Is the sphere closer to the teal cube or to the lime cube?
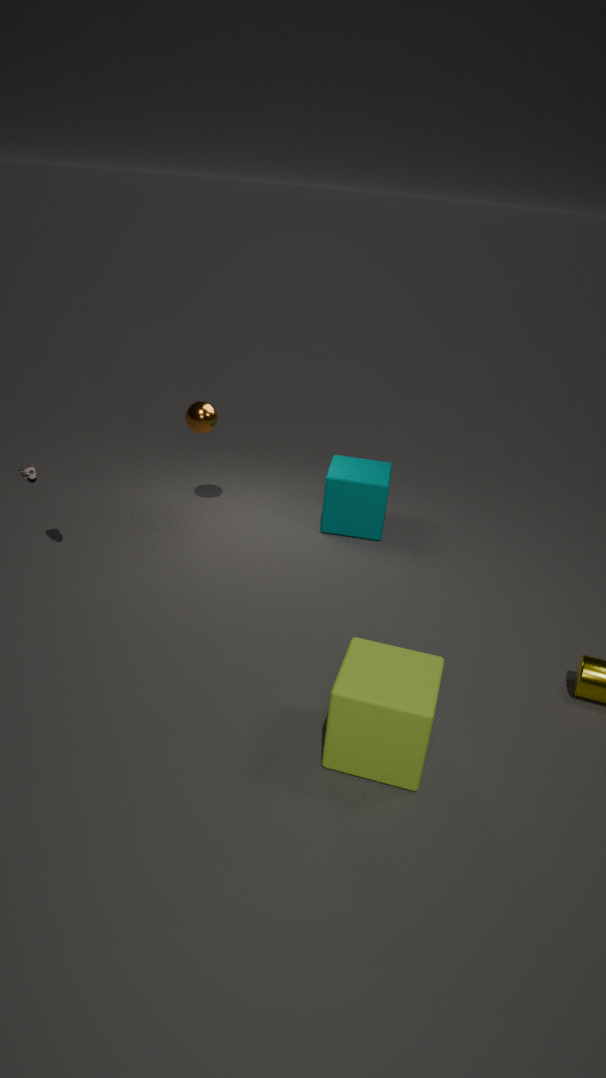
the teal cube
